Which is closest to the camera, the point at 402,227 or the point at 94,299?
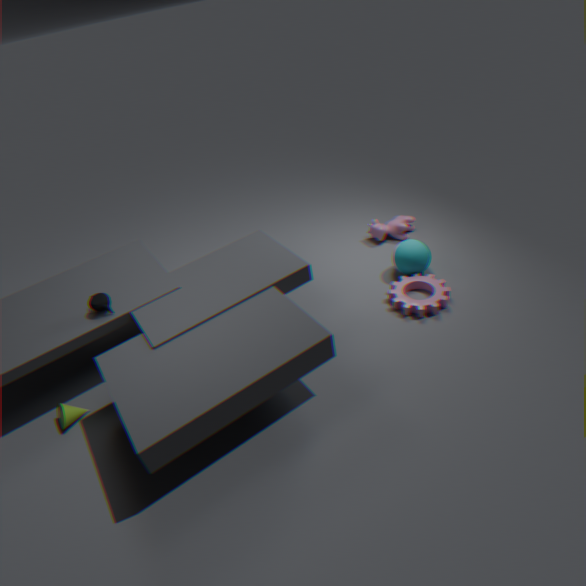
the point at 94,299
